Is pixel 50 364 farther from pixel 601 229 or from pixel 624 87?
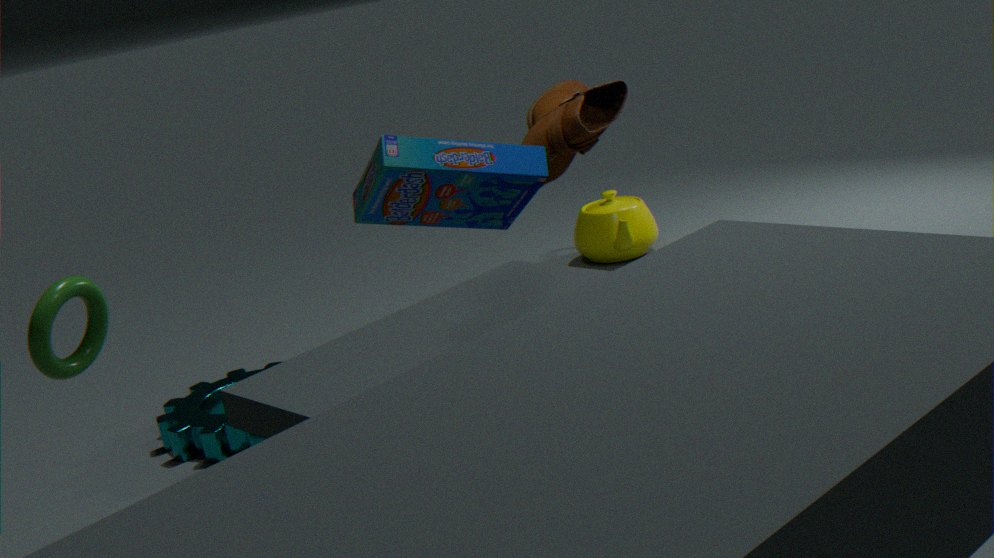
pixel 601 229
